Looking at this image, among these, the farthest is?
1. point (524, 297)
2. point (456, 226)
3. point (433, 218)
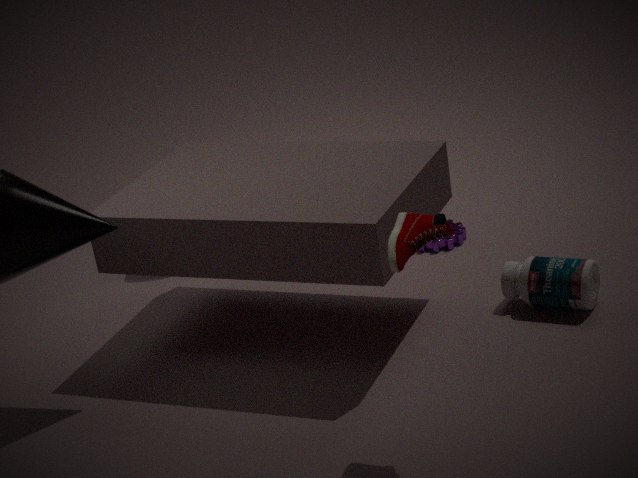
point (456, 226)
